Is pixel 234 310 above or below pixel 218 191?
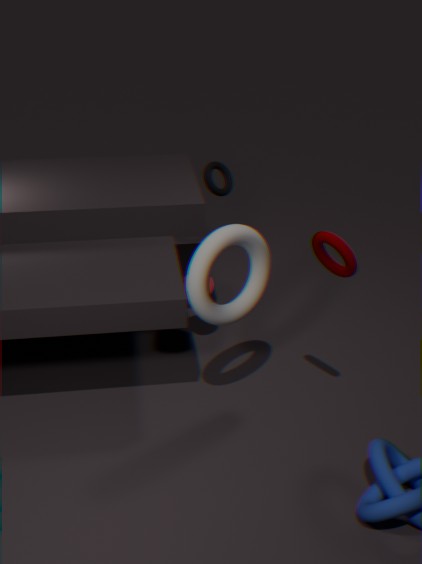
above
